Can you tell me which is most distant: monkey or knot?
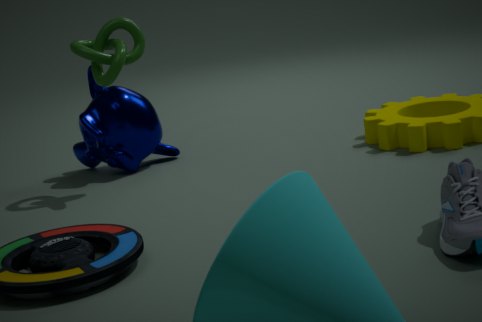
monkey
